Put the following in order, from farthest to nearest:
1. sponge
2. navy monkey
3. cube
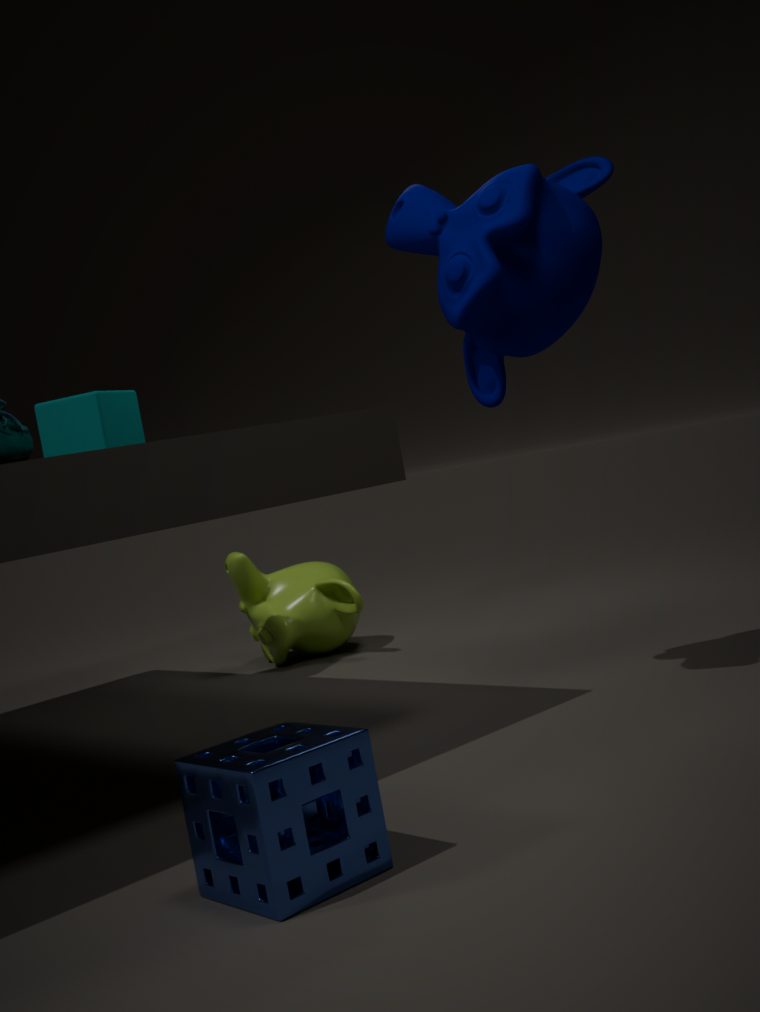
cube < navy monkey < sponge
